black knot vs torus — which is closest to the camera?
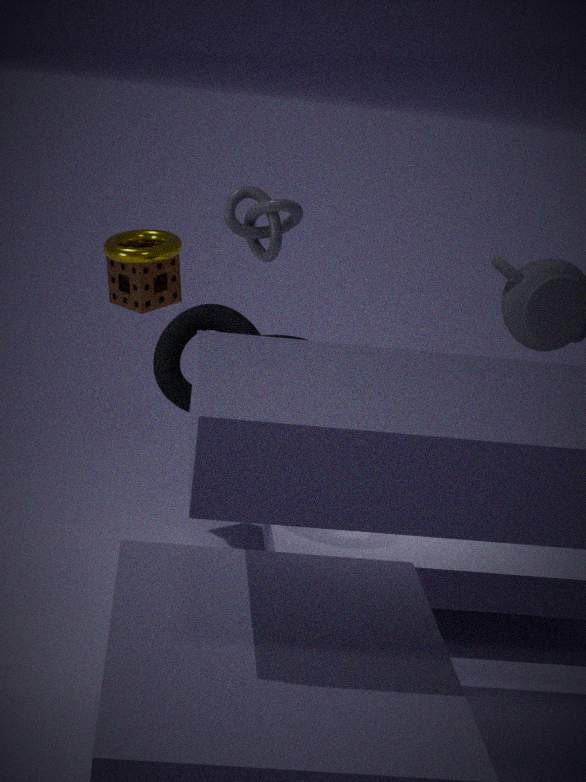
black knot
